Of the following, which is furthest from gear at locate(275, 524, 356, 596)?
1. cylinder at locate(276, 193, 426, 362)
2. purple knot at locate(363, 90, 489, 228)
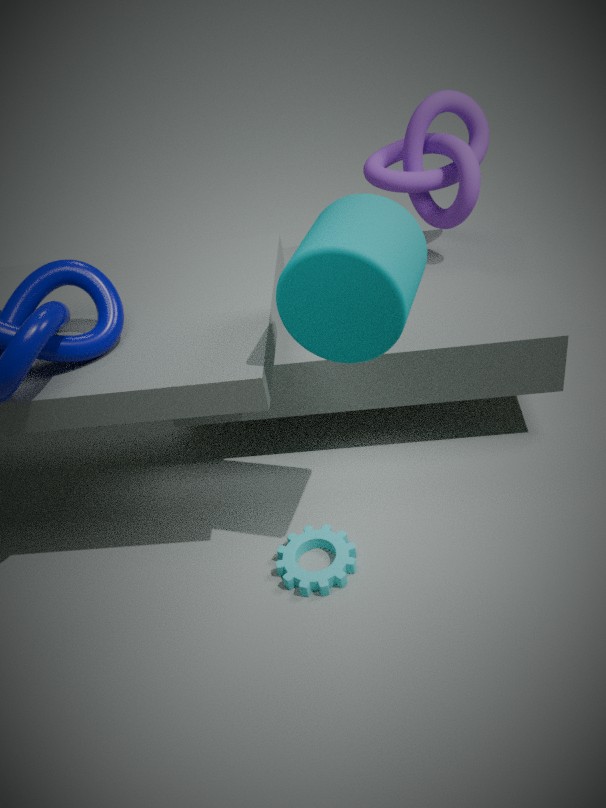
purple knot at locate(363, 90, 489, 228)
